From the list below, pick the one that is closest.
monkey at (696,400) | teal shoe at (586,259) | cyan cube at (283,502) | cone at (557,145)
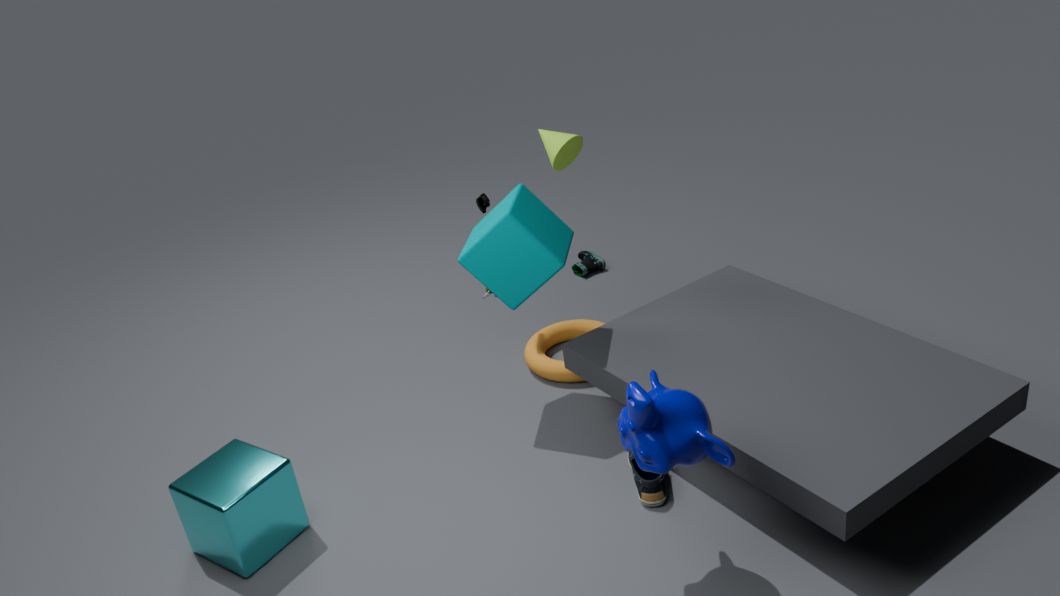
monkey at (696,400)
